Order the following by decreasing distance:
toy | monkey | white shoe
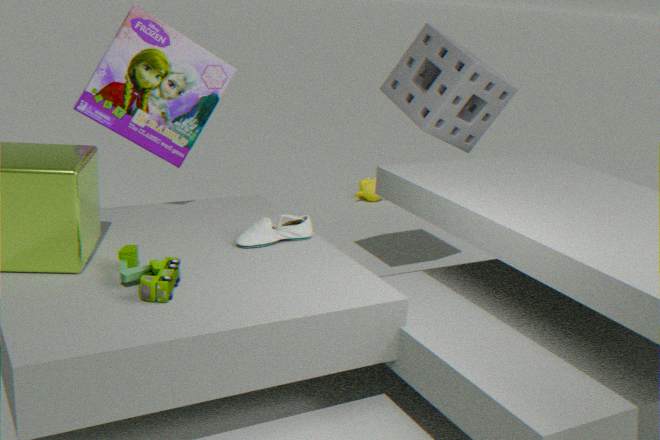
monkey
white shoe
toy
